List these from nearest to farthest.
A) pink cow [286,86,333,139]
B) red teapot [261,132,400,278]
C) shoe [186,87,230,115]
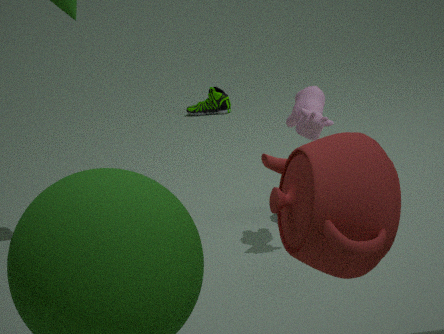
red teapot [261,132,400,278] < pink cow [286,86,333,139] < shoe [186,87,230,115]
